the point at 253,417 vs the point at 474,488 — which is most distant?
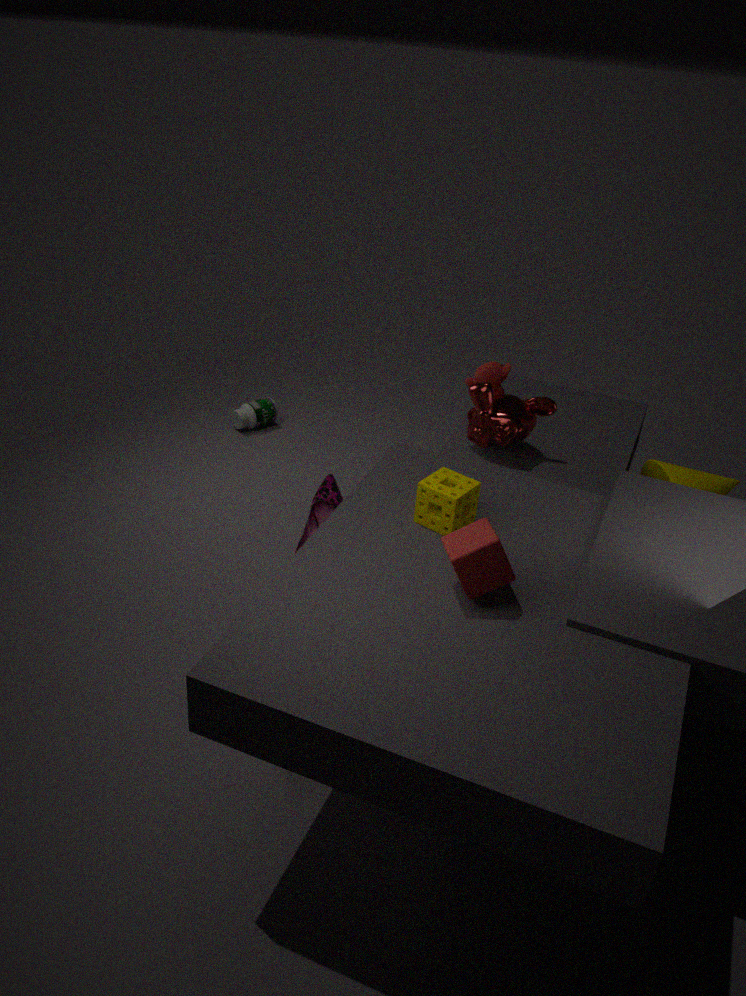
the point at 253,417
